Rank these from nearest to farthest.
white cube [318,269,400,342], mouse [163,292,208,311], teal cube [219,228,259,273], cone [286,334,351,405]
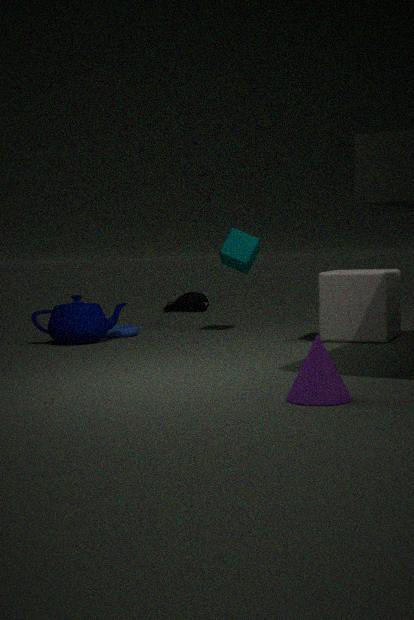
1. cone [286,334,351,405]
2. white cube [318,269,400,342]
3. teal cube [219,228,259,273]
4. mouse [163,292,208,311]
